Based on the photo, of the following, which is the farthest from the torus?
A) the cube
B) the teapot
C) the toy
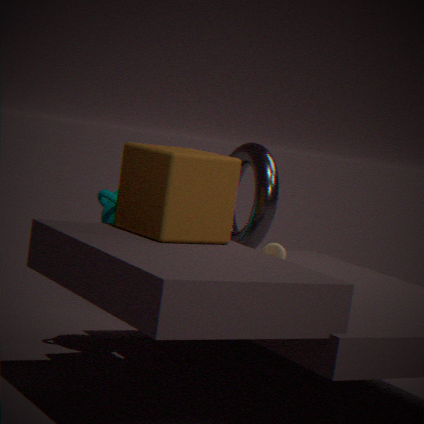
the cube
